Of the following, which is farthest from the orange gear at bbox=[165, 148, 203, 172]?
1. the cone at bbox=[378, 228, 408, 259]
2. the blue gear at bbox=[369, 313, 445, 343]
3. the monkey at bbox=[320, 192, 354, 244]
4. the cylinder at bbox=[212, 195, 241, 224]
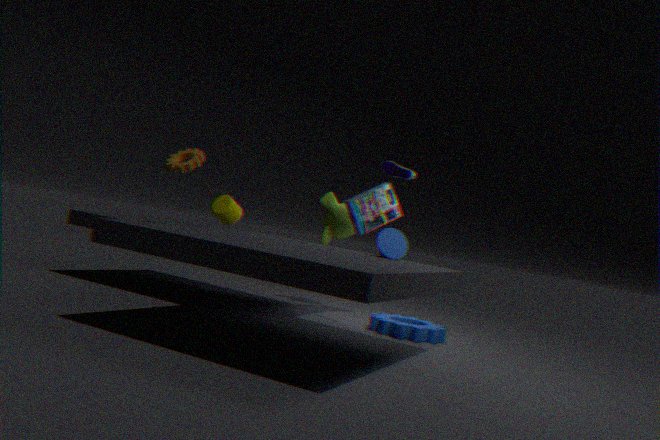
the blue gear at bbox=[369, 313, 445, 343]
